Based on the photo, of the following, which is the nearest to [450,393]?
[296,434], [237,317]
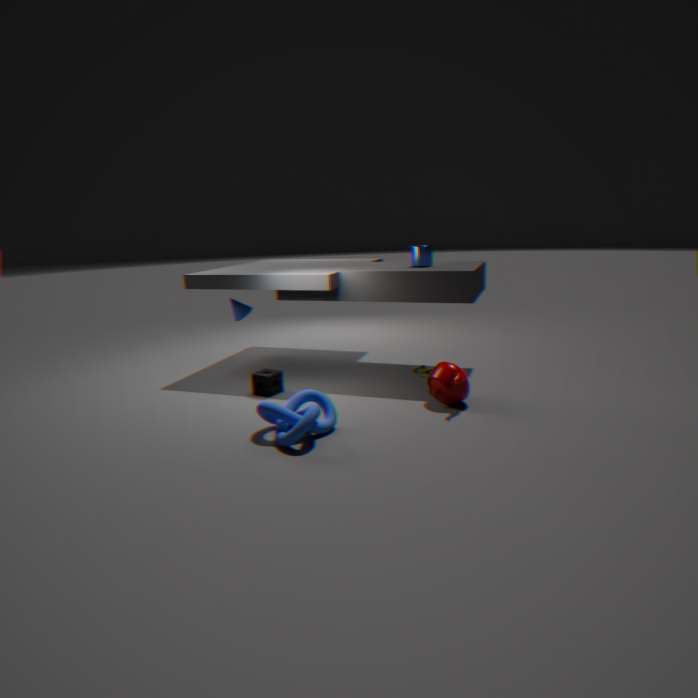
[296,434]
